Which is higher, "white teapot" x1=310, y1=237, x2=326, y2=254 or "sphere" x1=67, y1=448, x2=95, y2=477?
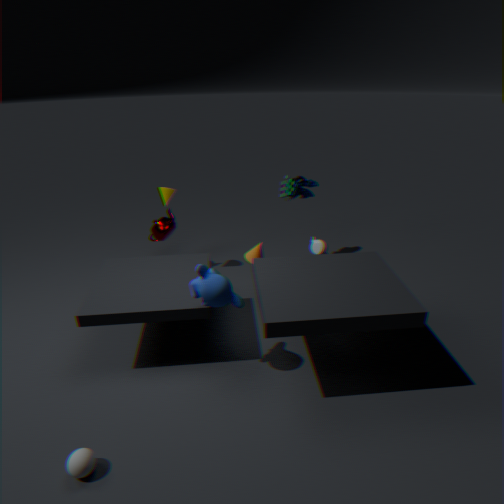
"white teapot" x1=310, y1=237, x2=326, y2=254
